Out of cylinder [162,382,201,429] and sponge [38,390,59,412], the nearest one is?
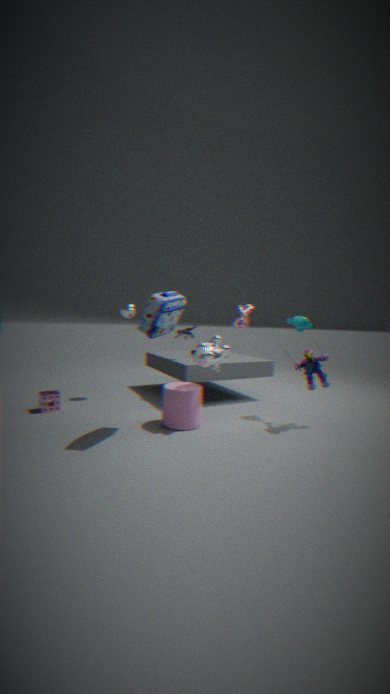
cylinder [162,382,201,429]
